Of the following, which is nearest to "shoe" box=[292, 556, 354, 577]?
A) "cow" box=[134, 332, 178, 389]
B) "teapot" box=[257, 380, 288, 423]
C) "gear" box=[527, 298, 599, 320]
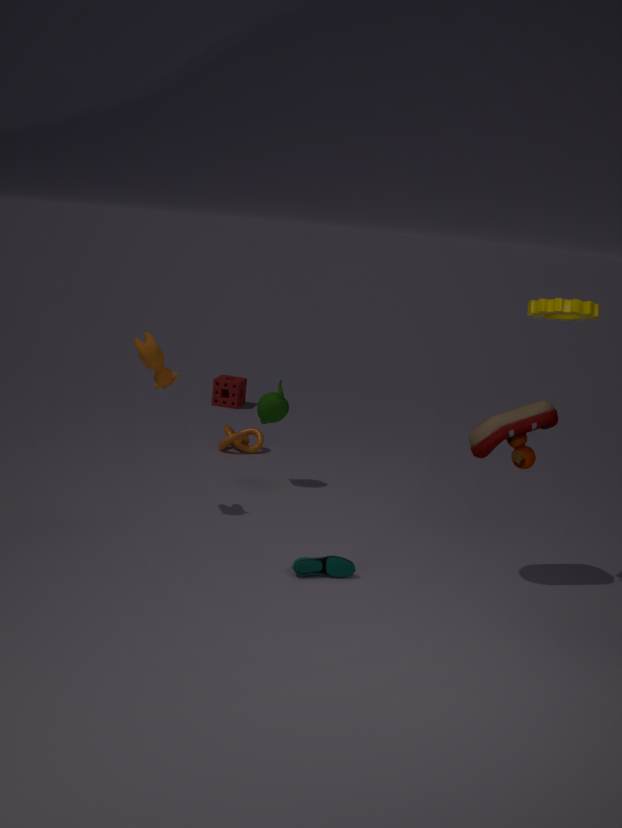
"cow" box=[134, 332, 178, 389]
